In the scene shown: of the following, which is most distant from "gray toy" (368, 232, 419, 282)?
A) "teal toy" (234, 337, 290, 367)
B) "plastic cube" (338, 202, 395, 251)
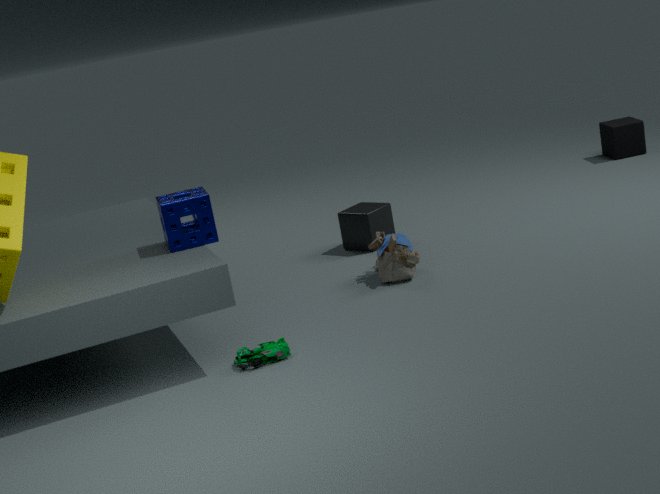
"teal toy" (234, 337, 290, 367)
